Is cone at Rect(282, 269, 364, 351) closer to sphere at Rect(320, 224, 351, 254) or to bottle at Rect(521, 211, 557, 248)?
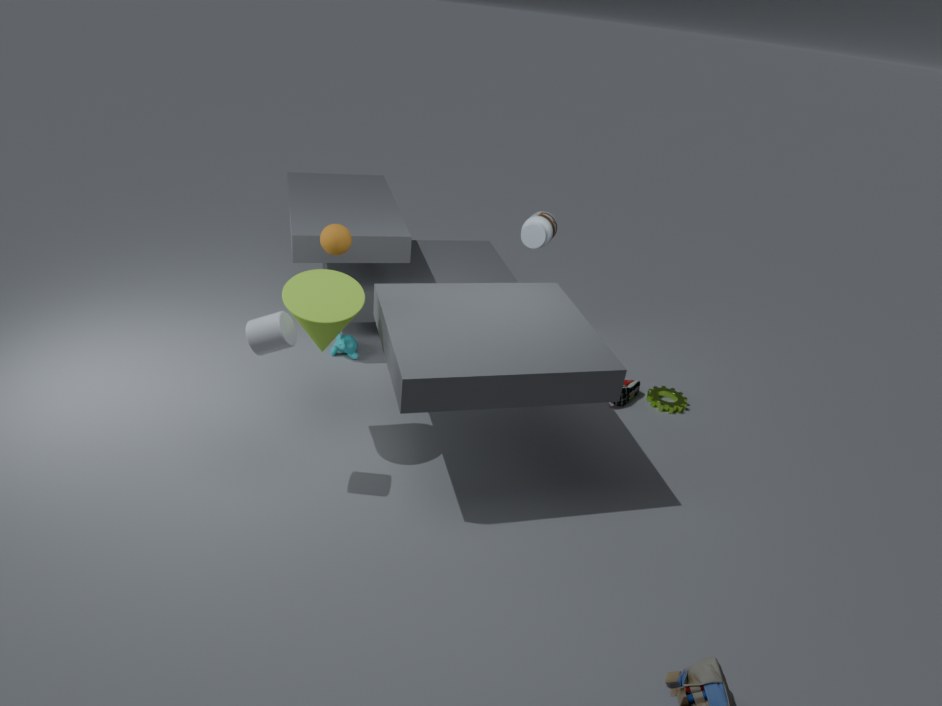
sphere at Rect(320, 224, 351, 254)
